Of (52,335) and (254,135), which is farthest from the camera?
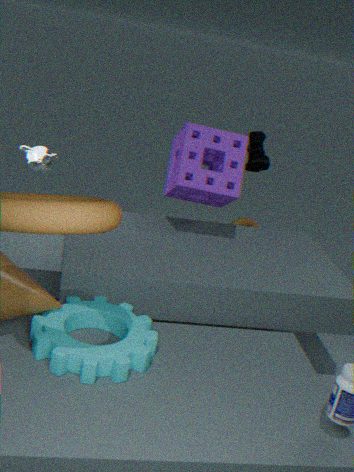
(254,135)
